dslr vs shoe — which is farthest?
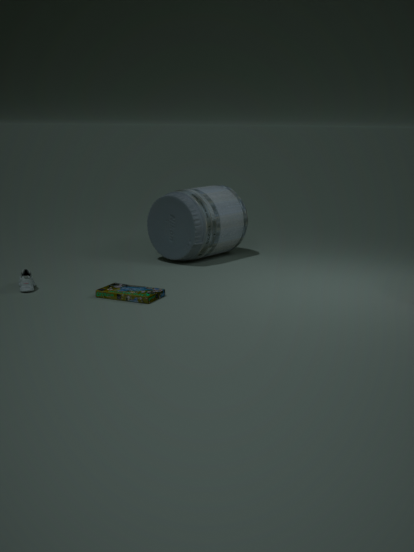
dslr
